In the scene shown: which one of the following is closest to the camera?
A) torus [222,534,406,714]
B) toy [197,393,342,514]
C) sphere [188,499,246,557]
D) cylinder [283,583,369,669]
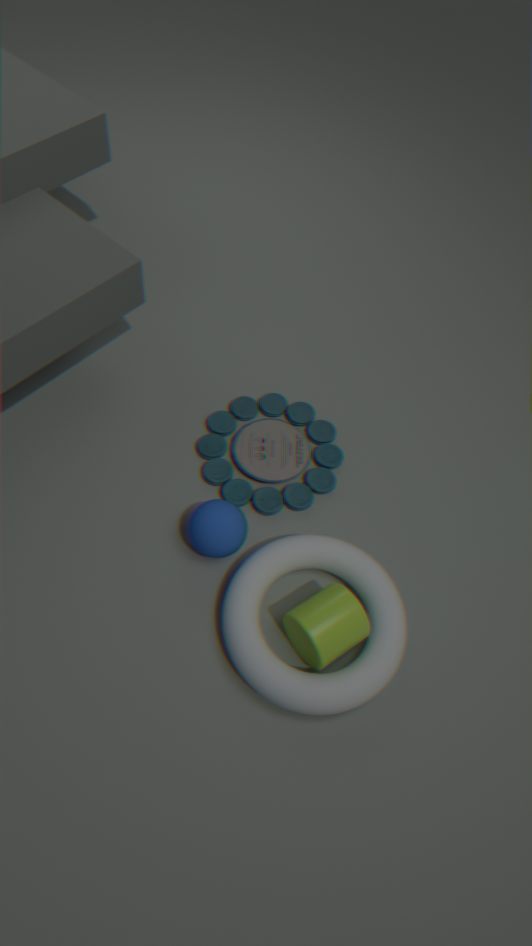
torus [222,534,406,714]
